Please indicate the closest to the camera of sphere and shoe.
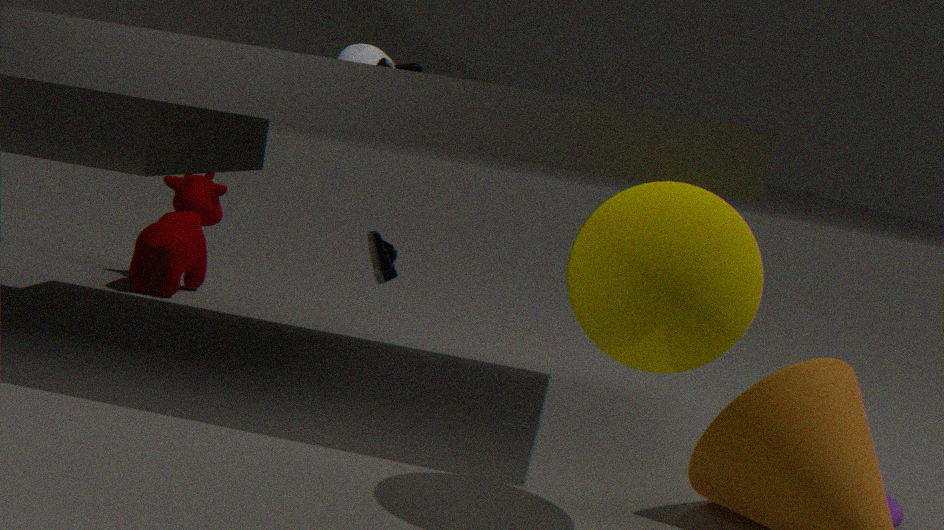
sphere
